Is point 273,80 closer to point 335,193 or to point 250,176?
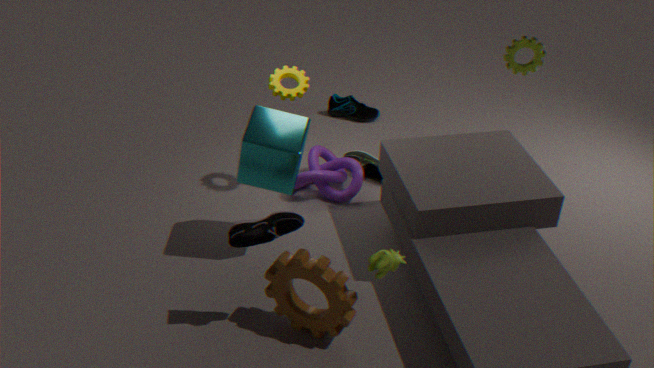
point 250,176
